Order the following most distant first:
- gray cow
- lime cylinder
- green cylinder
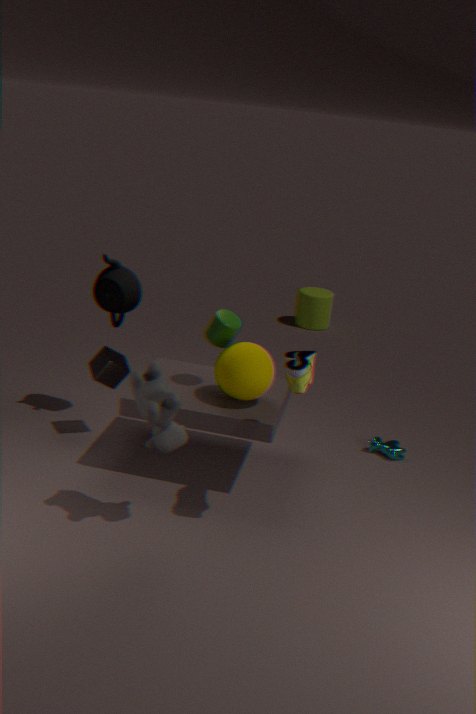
lime cylinder → green cylinder → gray cow
